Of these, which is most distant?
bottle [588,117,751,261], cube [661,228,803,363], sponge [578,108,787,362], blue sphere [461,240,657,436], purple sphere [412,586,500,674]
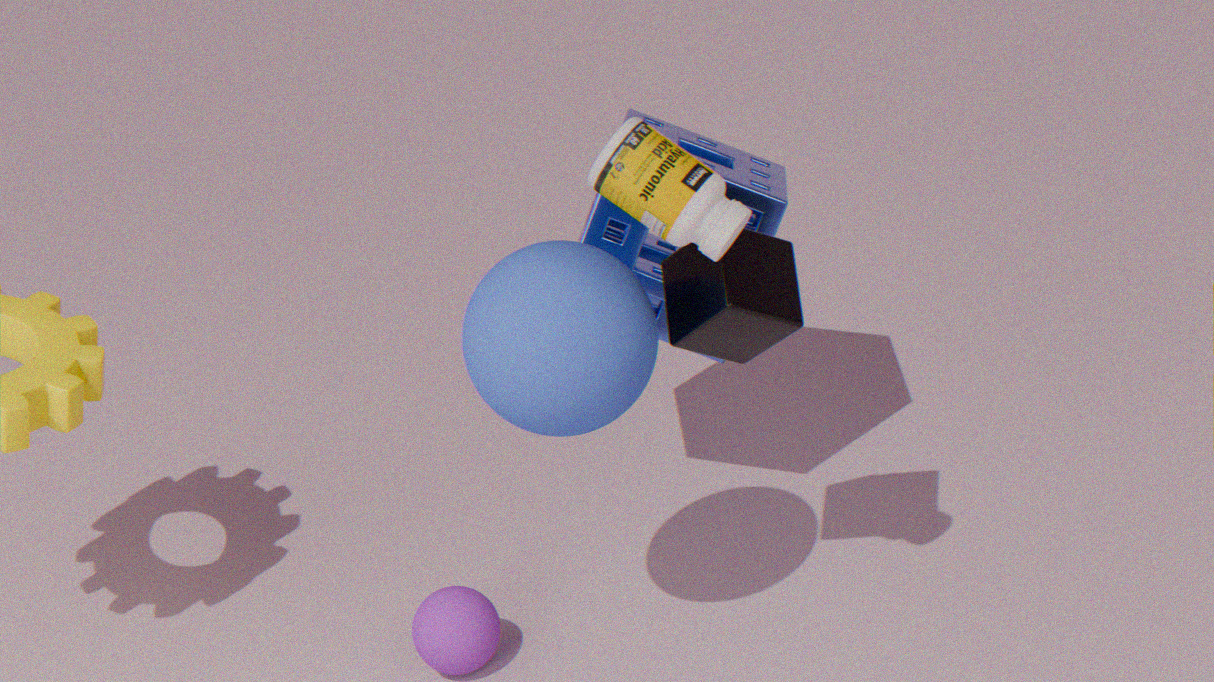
purple sphere [412,586,500,674]
